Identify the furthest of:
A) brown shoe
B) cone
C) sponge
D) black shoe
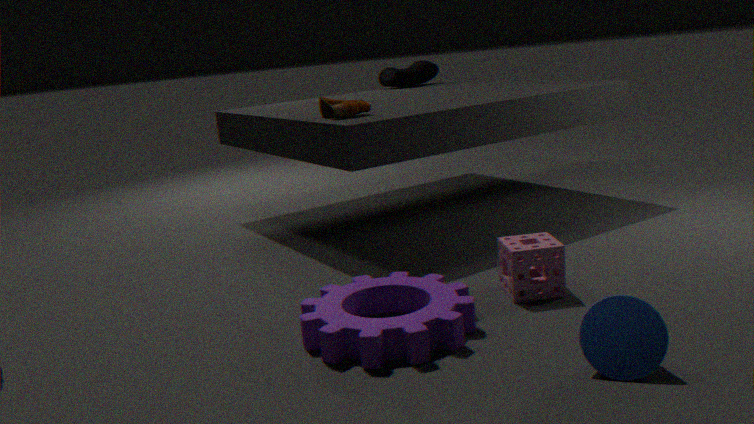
black shoe
